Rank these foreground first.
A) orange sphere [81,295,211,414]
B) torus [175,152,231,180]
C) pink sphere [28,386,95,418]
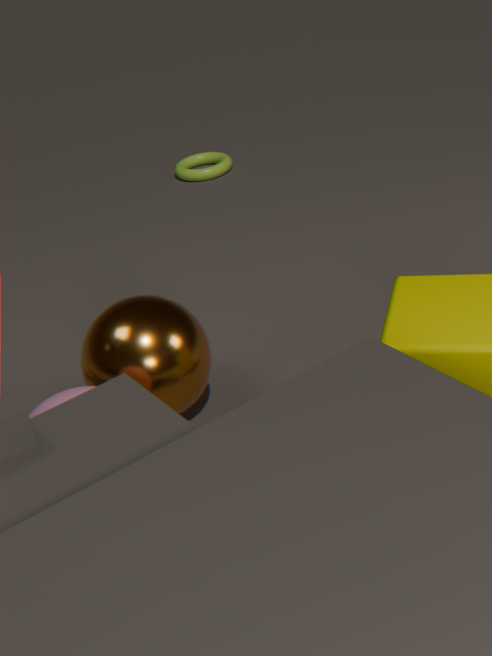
pink sphere [28,386,95,418] → orange sphere [81,295,211,414] → torus [175,152,231,180]
